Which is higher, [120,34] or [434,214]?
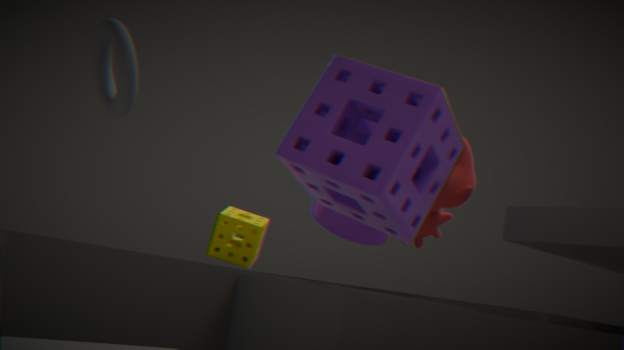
[120,34]
